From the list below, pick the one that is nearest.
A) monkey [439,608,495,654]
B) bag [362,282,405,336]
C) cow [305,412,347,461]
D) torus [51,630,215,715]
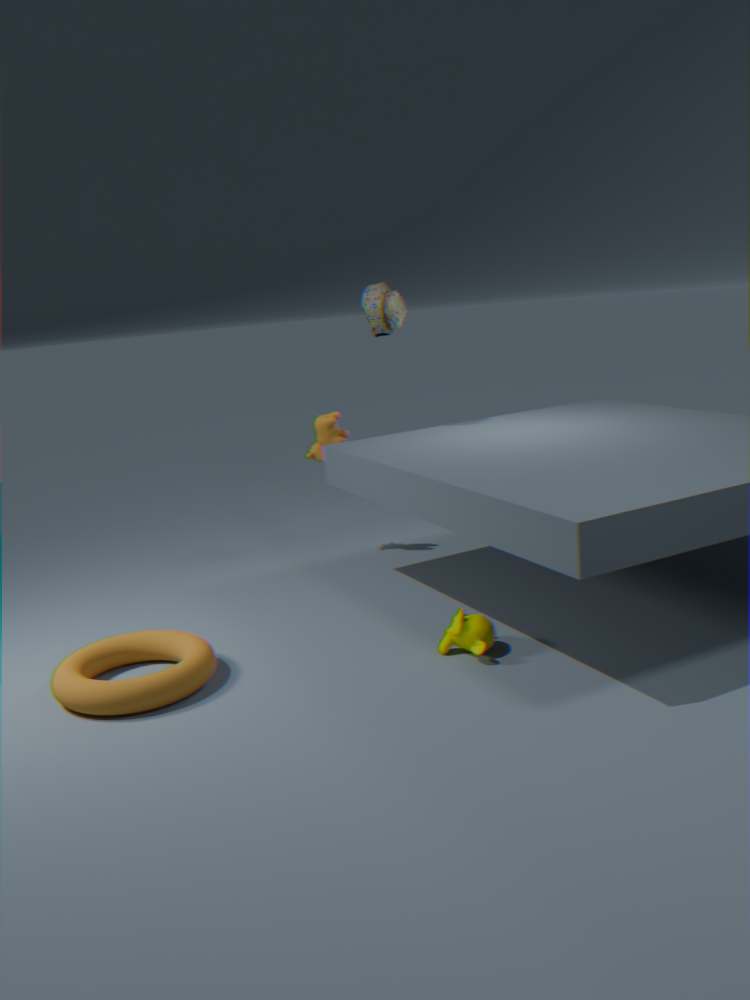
torus [51,630,215,715]
